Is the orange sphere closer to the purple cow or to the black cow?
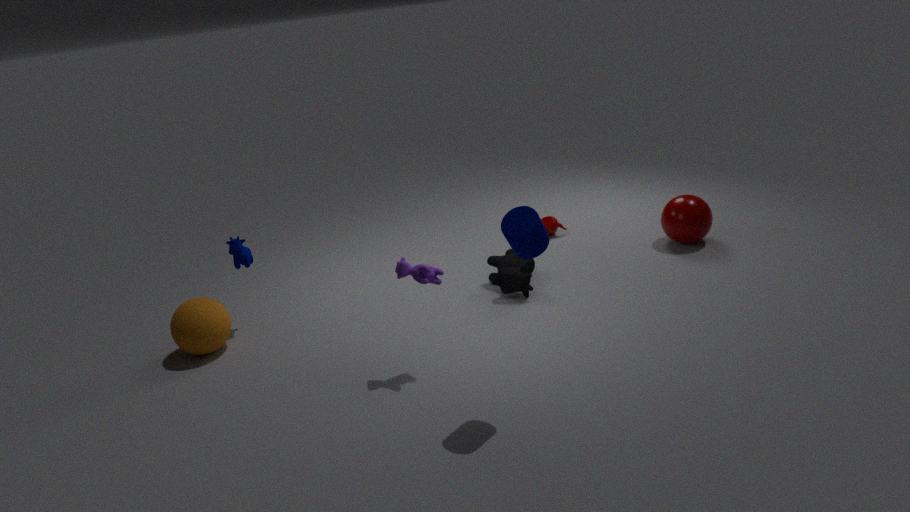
the purple cow
